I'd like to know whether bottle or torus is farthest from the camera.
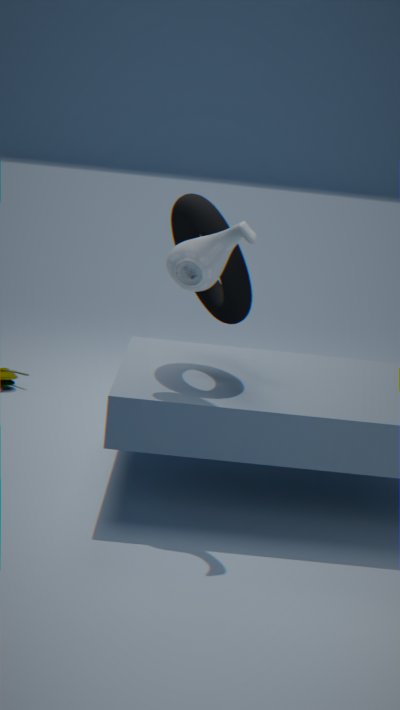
torus
